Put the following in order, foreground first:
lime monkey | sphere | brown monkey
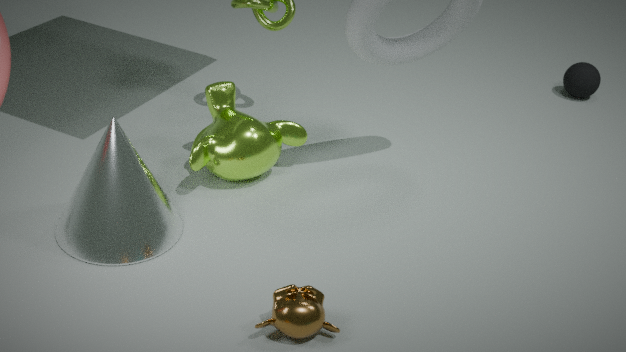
brown monkey → lime monkey → sphere
